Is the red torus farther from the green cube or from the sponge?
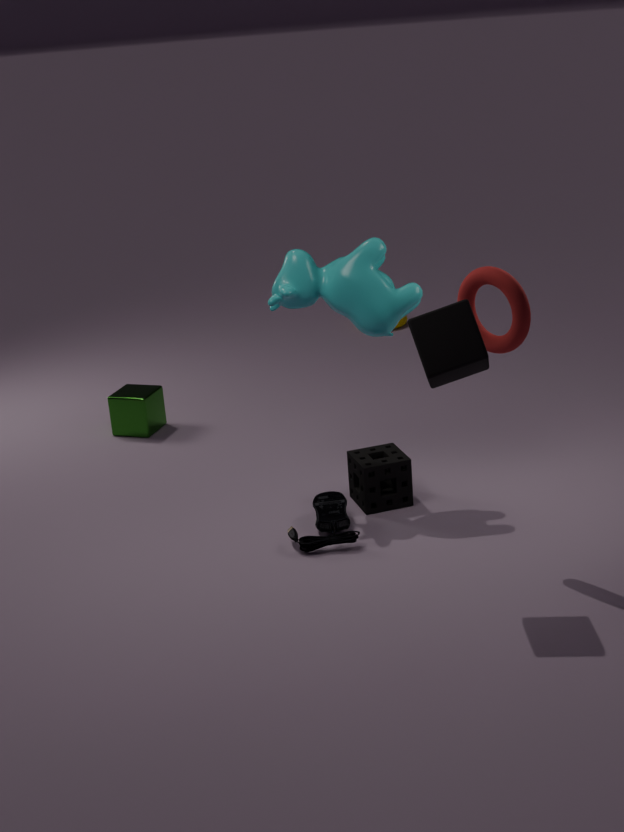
the green cube
